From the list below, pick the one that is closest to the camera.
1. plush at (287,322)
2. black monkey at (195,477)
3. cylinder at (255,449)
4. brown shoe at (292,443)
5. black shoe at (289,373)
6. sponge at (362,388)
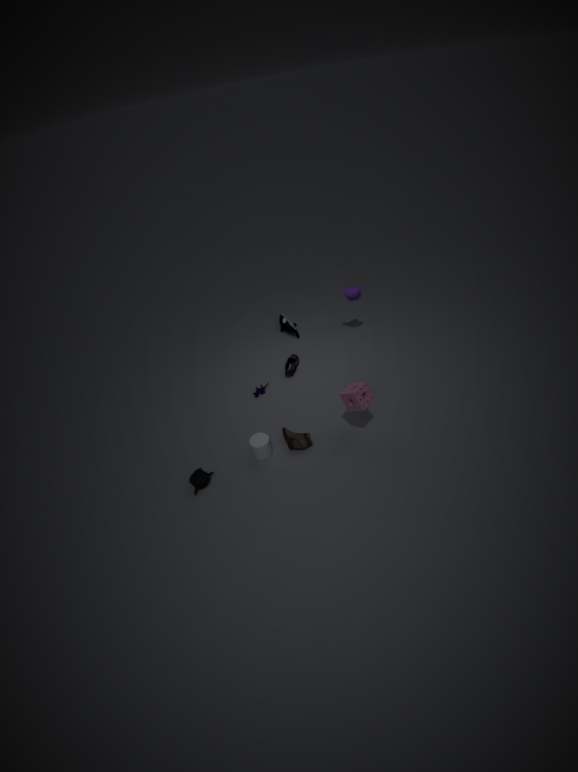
sponge at (362,388)
